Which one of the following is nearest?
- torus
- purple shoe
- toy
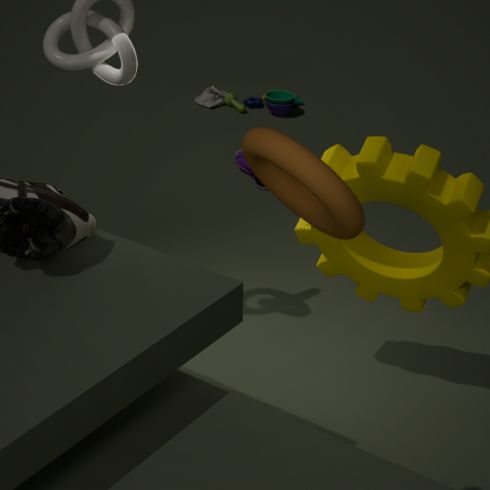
torus
